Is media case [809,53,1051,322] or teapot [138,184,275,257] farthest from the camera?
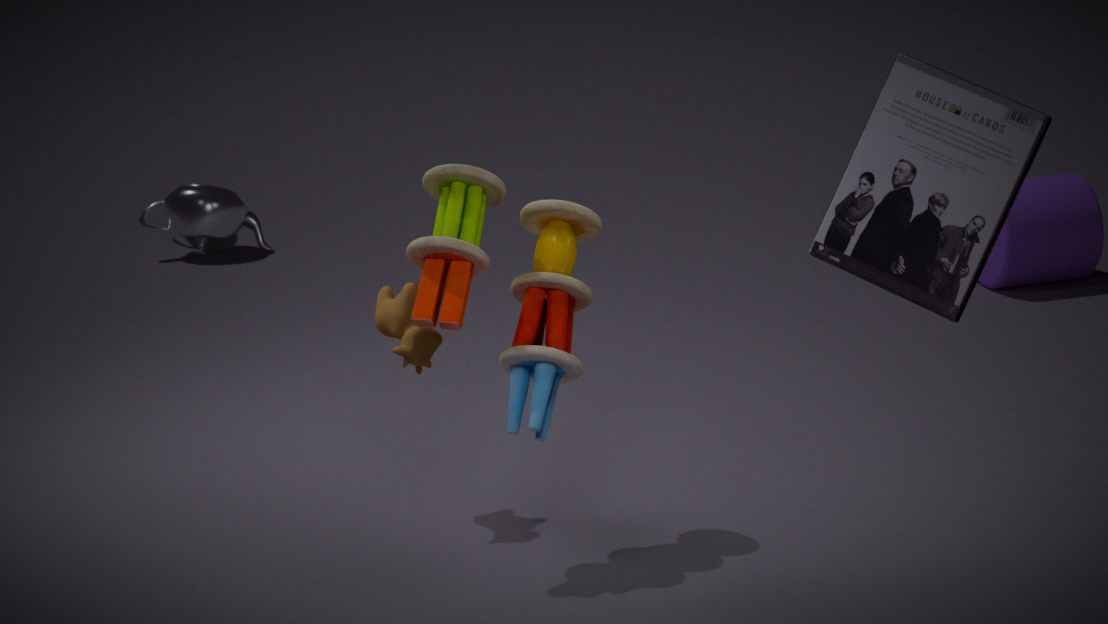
teapot [138,184,275,257]
